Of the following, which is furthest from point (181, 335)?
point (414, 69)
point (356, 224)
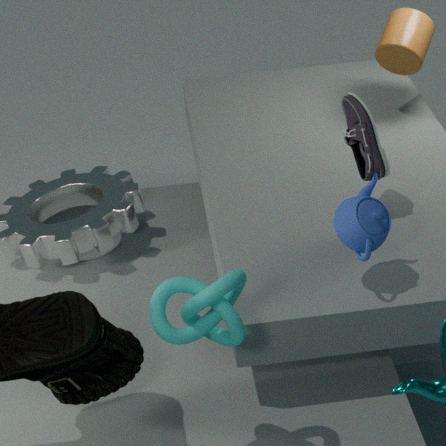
point (414, 69)
